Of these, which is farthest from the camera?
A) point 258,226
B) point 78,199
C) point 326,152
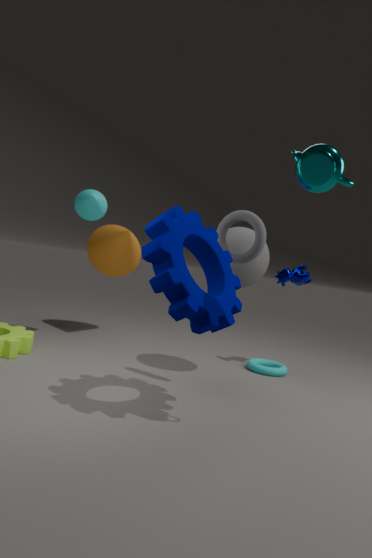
point 78,199
